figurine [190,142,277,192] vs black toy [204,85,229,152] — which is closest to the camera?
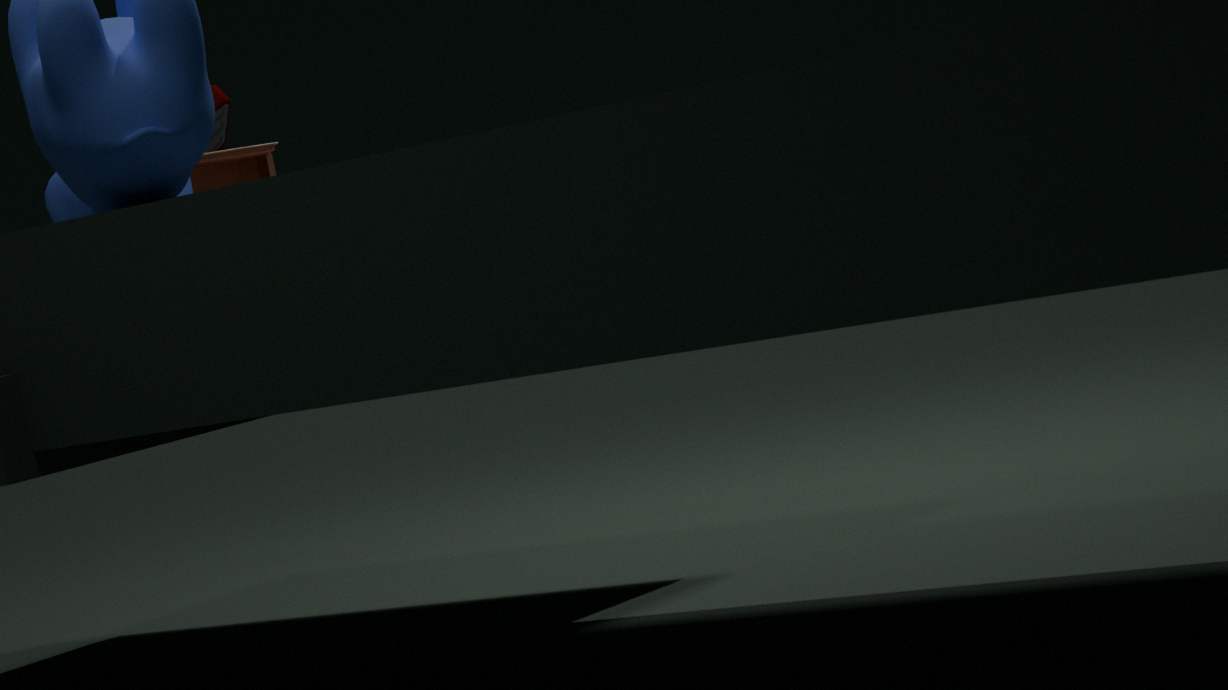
figurine [190,142,277,192]
